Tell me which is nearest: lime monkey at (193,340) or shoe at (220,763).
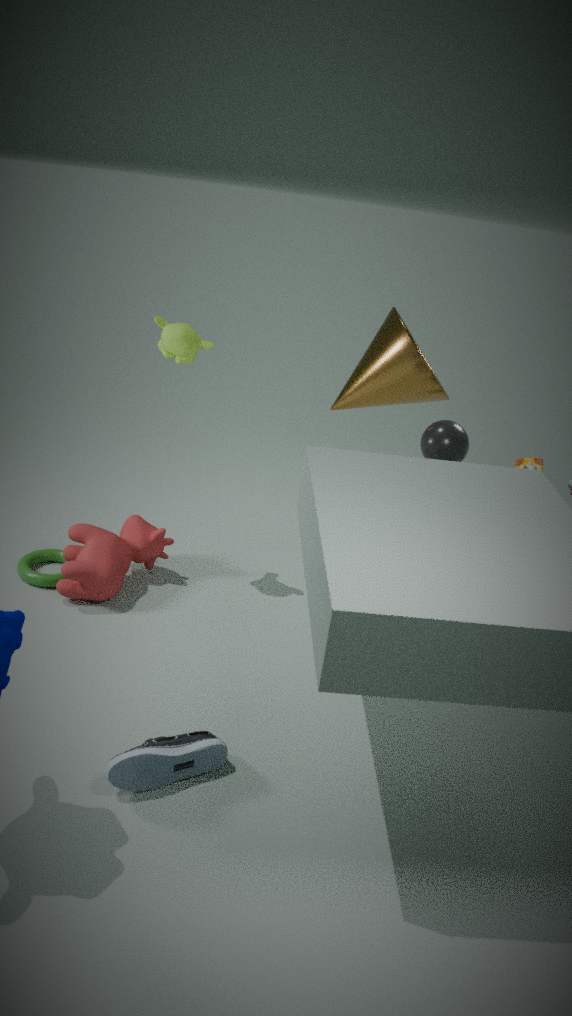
shoe at (220,763)
